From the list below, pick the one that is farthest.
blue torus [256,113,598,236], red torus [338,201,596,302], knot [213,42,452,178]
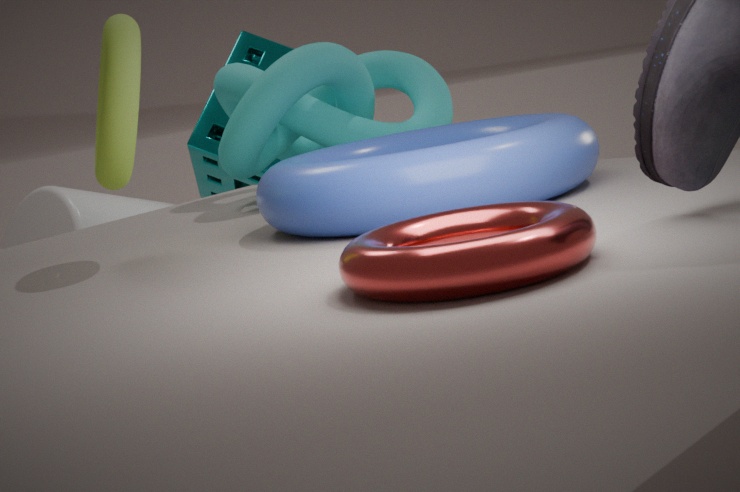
knot [213,42,452,178]
